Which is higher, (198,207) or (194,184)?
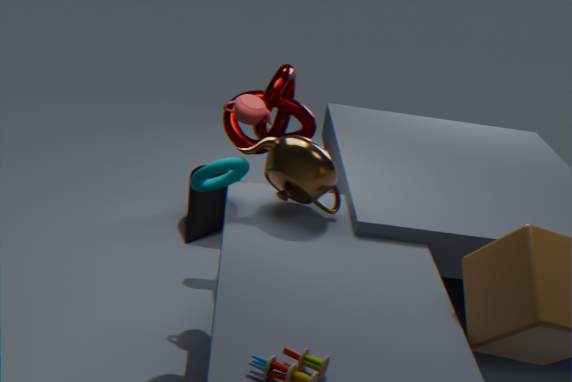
(194,184)
